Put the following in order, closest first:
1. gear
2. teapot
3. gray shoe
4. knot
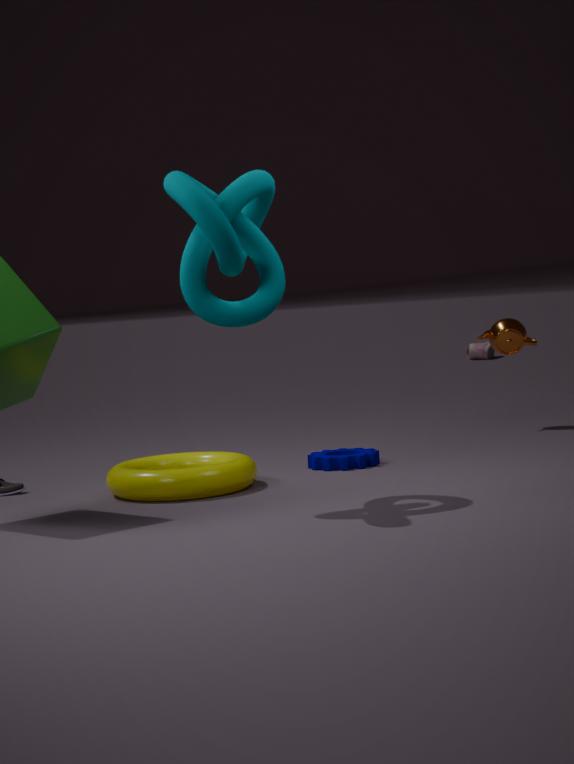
knot < gear < teapot < gray shoe
